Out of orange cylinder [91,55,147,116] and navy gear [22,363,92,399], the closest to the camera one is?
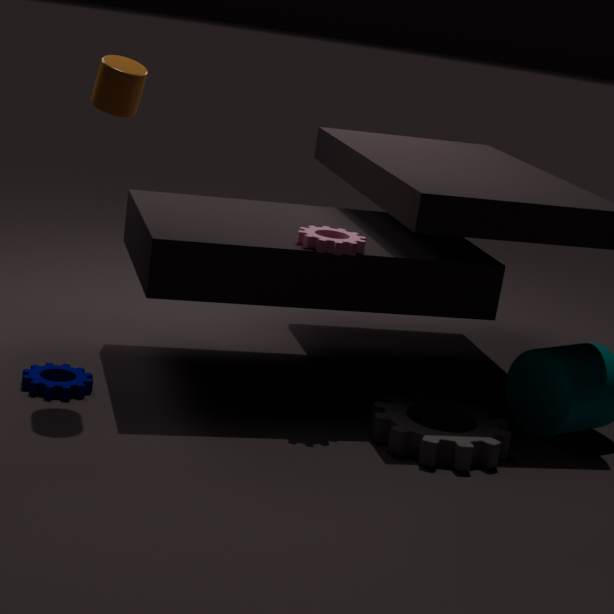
orange cylinder [91,55,147,116]
